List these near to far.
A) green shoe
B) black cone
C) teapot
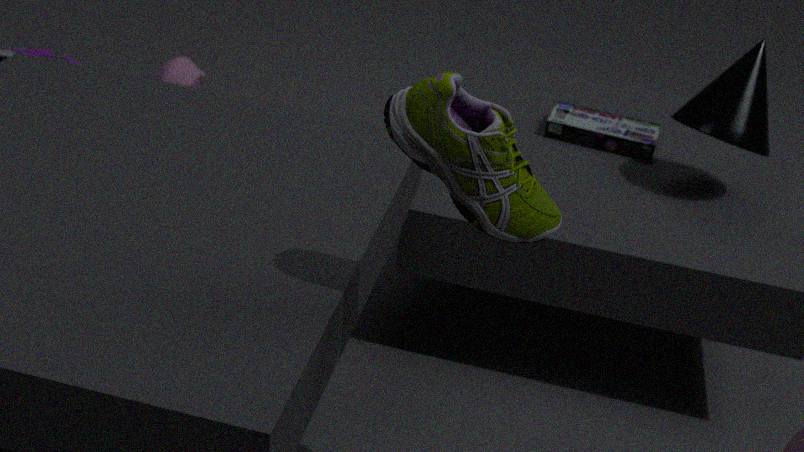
1. green shoe
2. black cone
3. teapot
